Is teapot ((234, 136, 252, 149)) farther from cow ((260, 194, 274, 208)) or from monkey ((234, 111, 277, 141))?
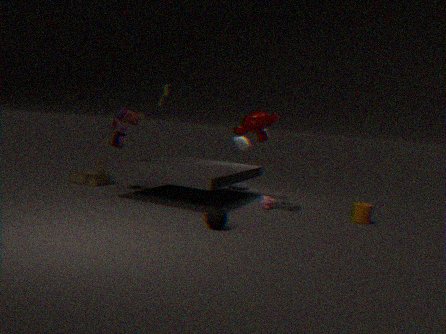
cow ((260, 194, 274, 208))
